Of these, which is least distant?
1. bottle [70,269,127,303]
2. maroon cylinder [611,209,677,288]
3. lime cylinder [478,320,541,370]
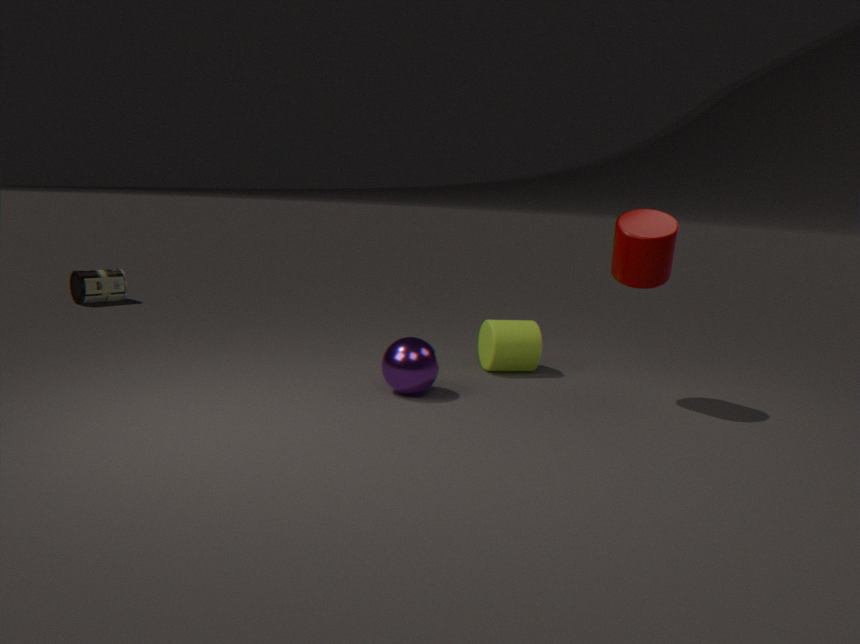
maroon cylinder [611,209,677,288]
